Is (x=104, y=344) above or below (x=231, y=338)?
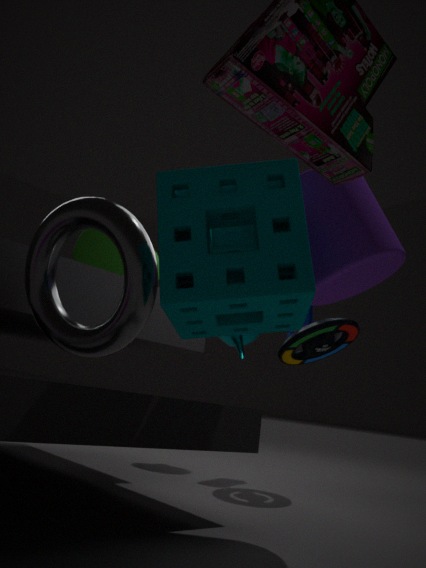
below
